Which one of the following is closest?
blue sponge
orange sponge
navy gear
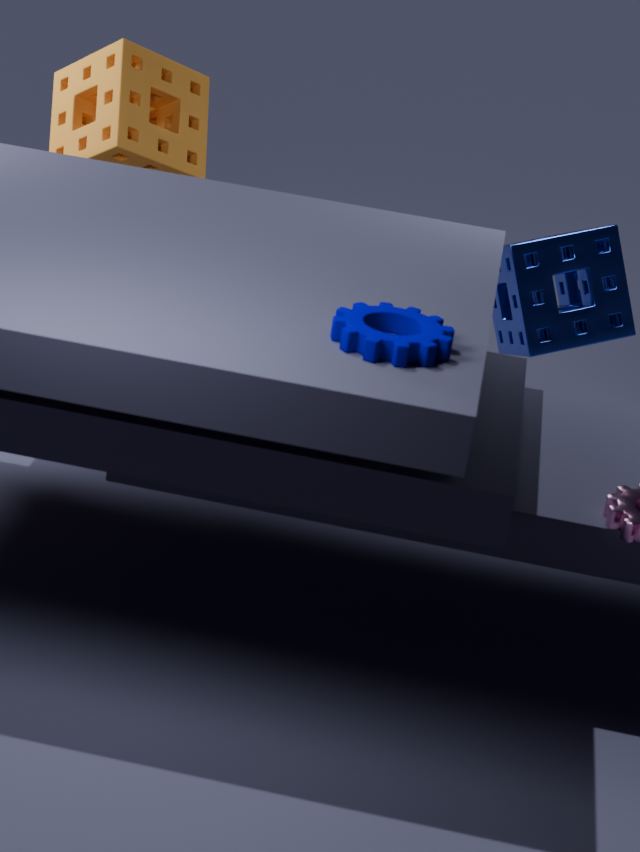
navy gear
